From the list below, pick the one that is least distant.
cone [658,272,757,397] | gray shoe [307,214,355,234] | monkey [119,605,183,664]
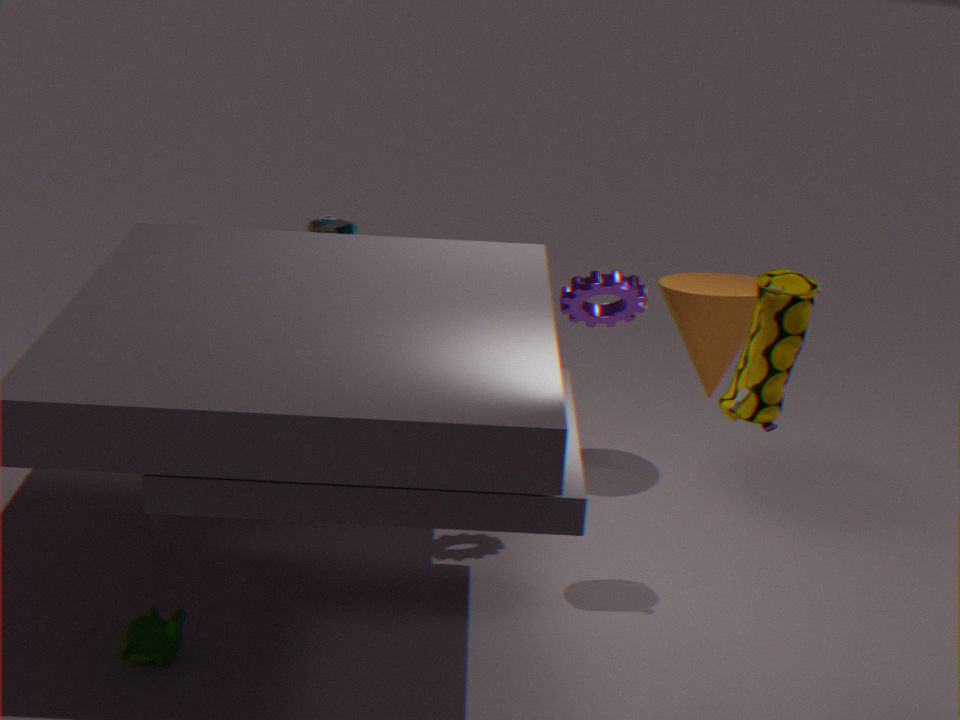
monkey [119,605,183,664]
